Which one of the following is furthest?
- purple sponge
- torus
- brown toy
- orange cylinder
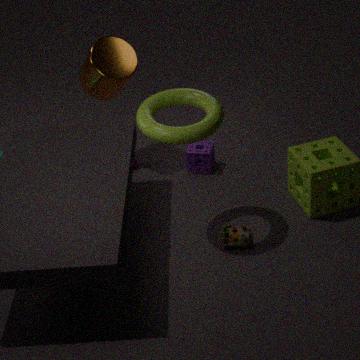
purple sponge
